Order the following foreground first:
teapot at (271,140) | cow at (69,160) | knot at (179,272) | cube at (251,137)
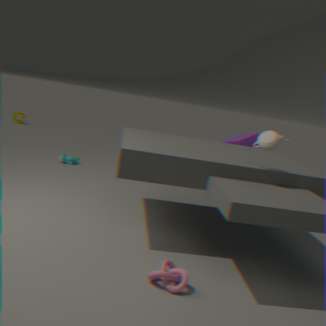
knot at (179,272) < teapot at (271,140) < cube at (251,137) < cow at (69,160)
